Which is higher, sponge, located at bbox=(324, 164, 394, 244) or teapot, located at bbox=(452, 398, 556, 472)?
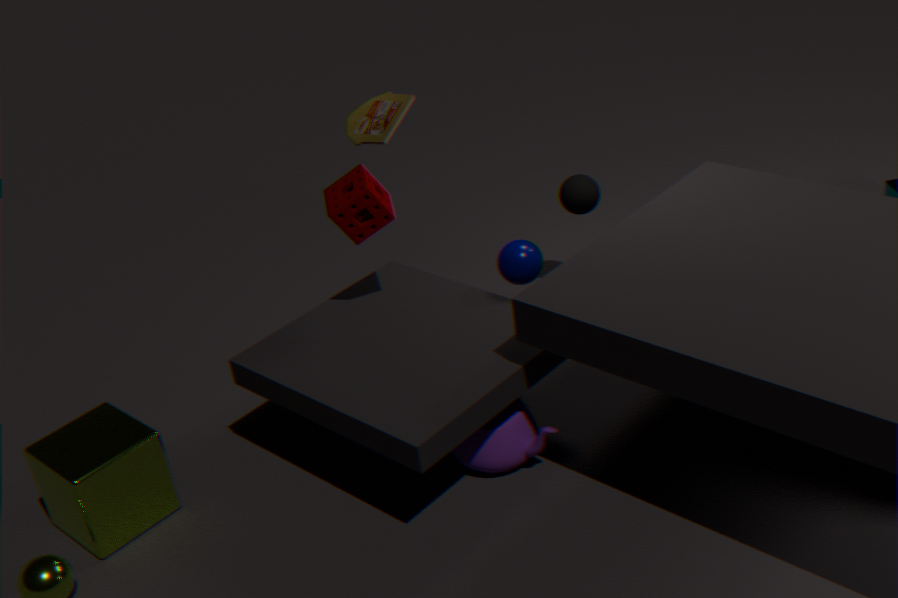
sponge, located at bbox=(324, 164, 394, 244)
